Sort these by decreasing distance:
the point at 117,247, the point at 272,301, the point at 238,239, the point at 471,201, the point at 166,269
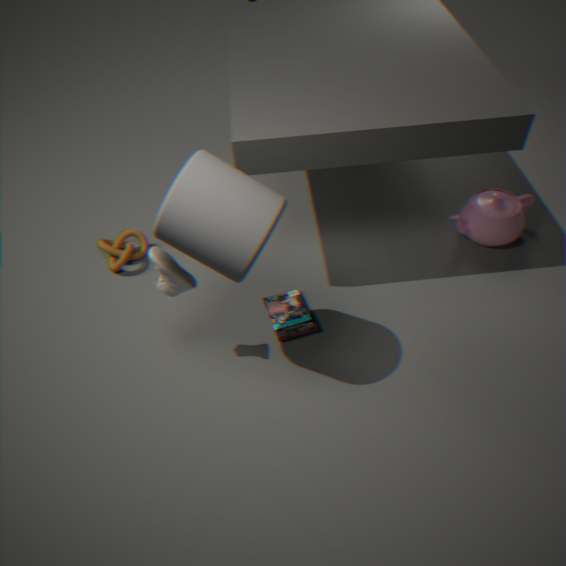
the point at 117,247, the point at 471,201, the point at 272,301, the point at 166,269, the point at 238,239
